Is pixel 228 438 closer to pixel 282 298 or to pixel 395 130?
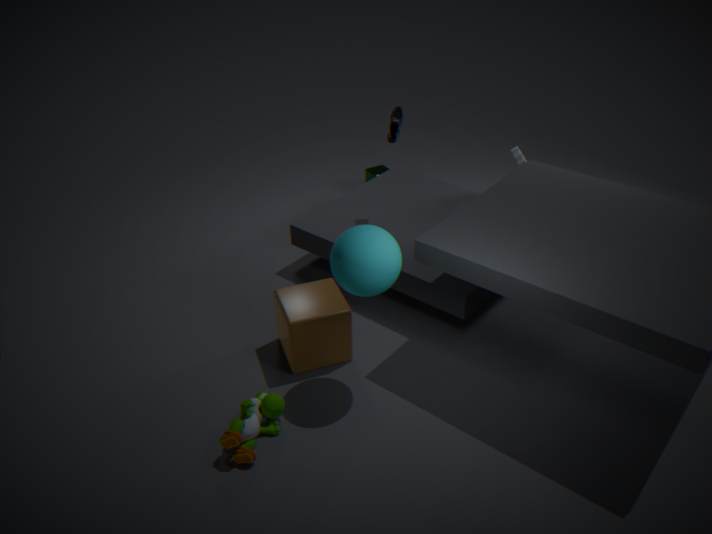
pixel 282 298
